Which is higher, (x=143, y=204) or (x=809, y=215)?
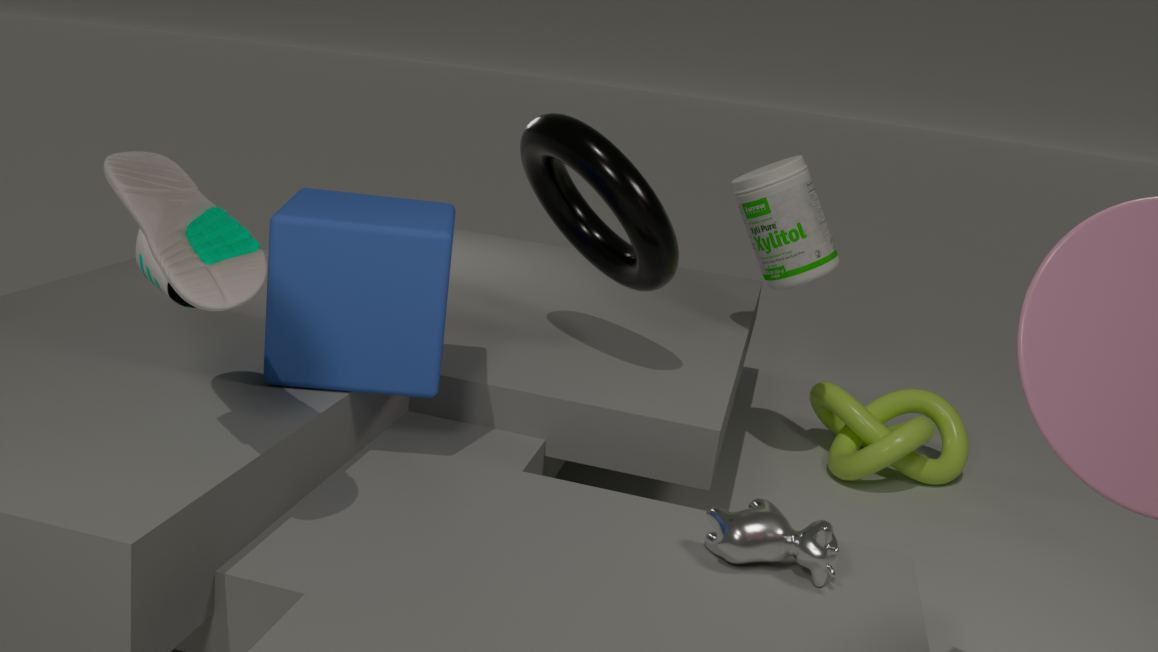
(x=143, y=204)
